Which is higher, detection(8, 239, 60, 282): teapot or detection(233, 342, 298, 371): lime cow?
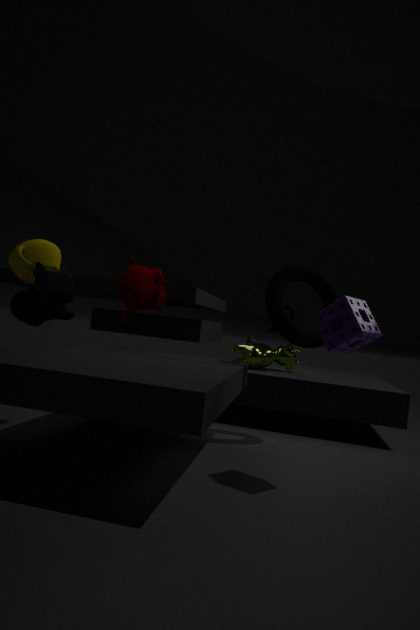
detection(8, 239, 60, 282): teapot
